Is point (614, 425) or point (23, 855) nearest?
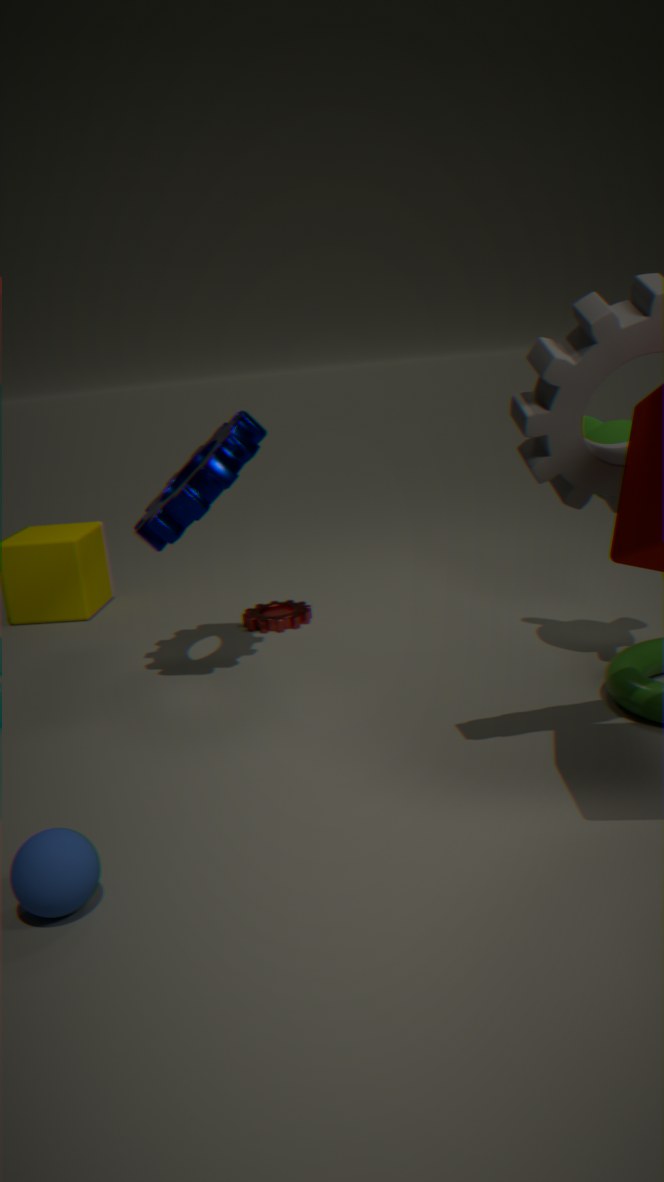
point (23, 855)
